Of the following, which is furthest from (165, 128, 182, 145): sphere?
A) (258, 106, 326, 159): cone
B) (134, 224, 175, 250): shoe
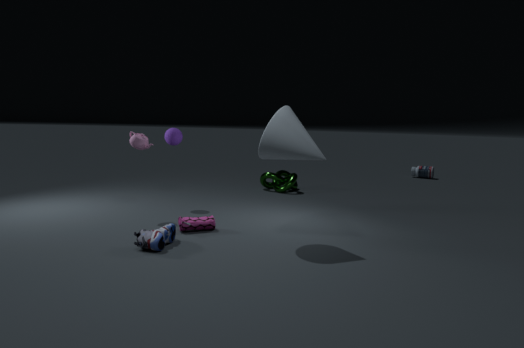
(258, 106, 326, 159): cone
